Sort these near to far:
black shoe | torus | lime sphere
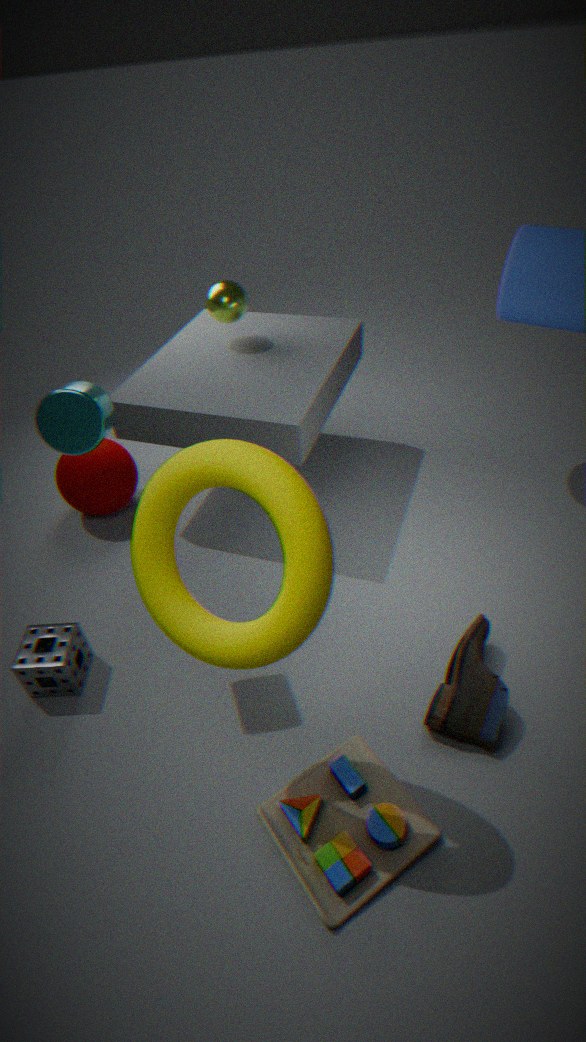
torus
black shoe
lime sphere
